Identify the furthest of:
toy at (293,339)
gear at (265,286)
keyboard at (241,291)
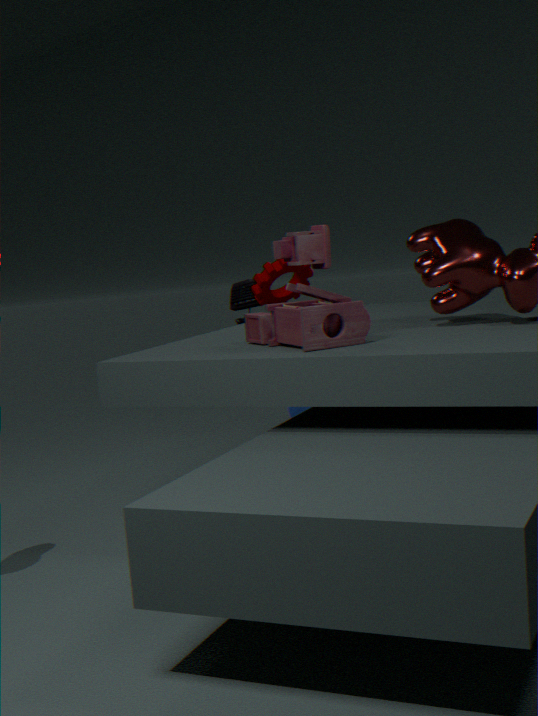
keyboard at (241,291)
